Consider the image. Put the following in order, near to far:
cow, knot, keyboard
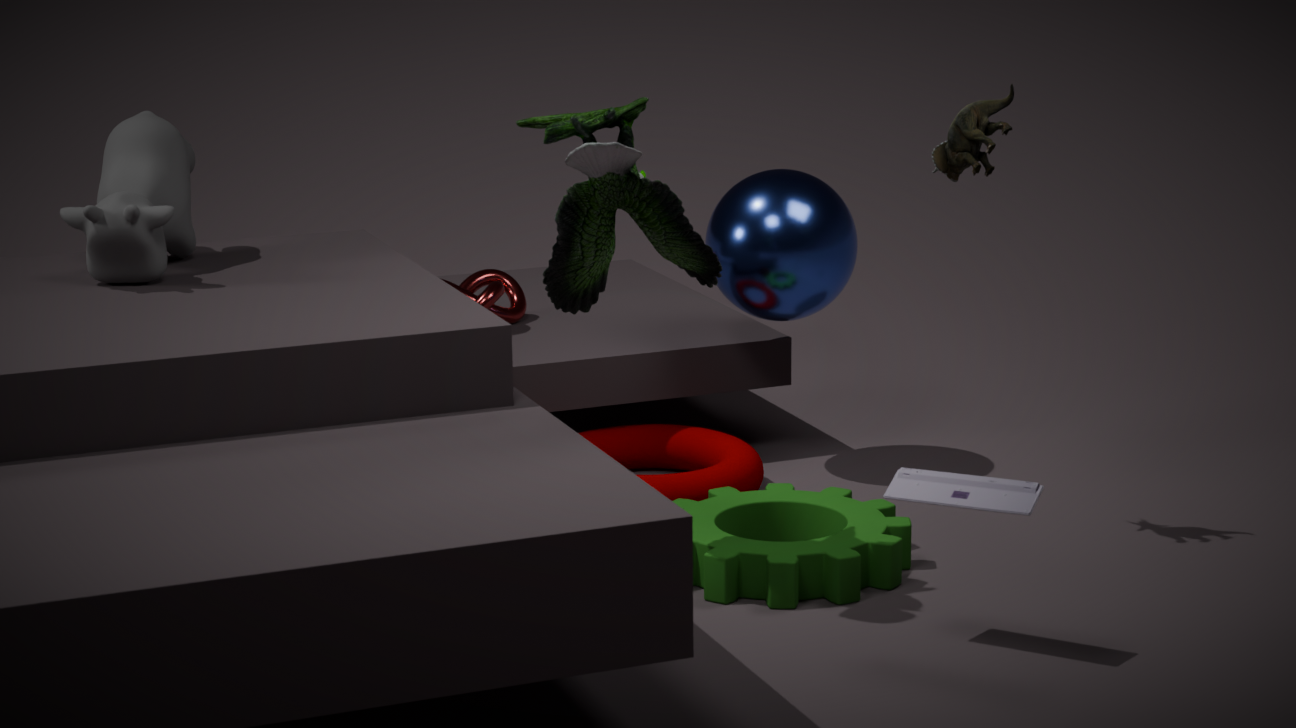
1. keyboard
2. cow
3. knot
